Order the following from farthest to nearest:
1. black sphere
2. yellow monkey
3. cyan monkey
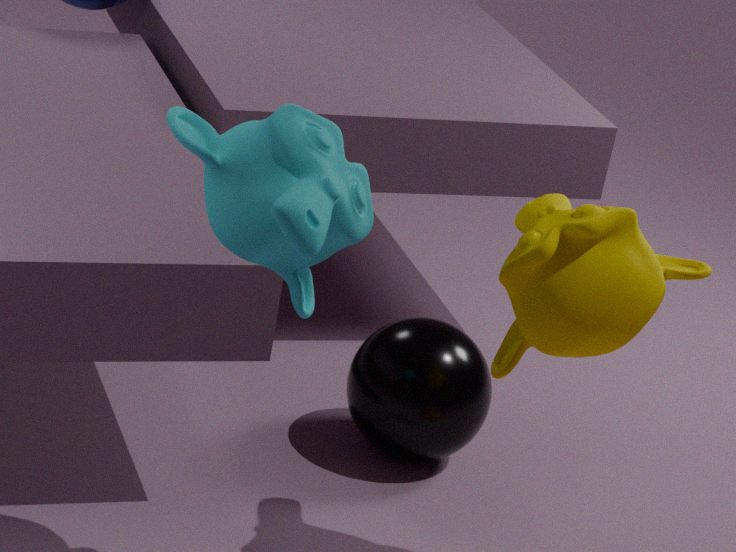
black sphere
yellow monkey
cyan monkey
